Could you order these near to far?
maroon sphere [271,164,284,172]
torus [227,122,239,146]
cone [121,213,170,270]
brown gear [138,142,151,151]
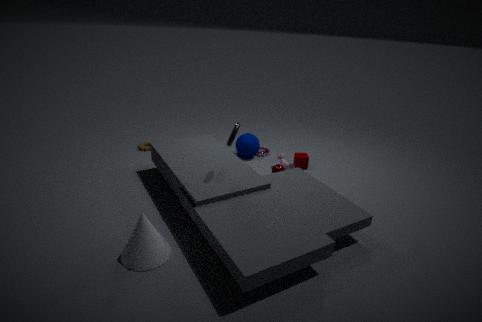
cone [121,213,170,270], torus [227,122,239,146], maroon sphere [271,164,284,172], brown gear [138,142,151,151]
